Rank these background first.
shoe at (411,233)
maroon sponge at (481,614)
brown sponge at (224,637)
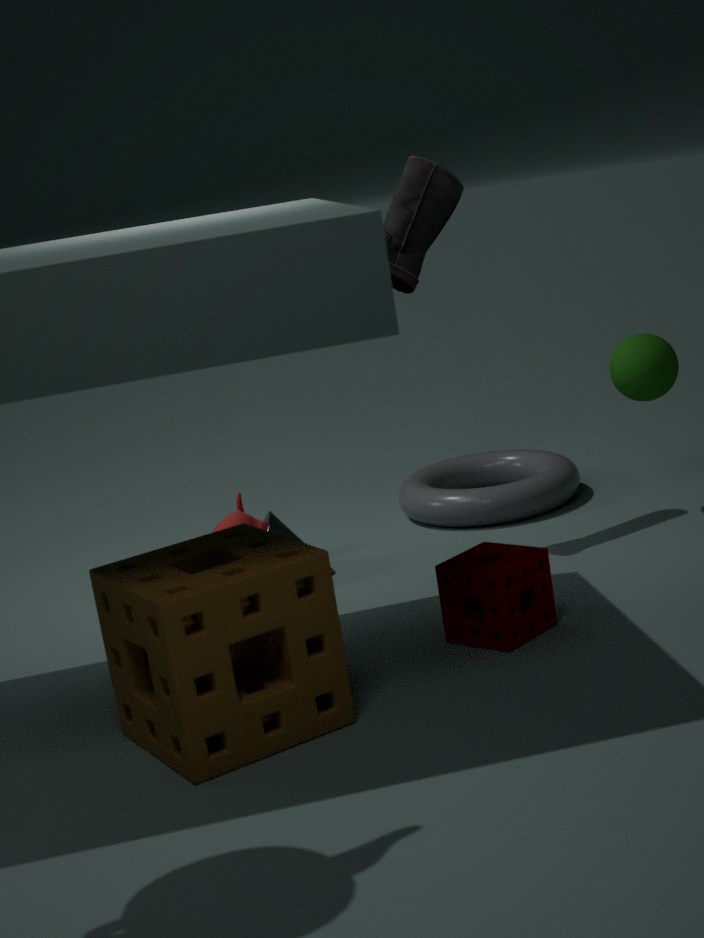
shoe at (411,233)
maroon sponge at (481,614)
brown sponge at (224,637)
